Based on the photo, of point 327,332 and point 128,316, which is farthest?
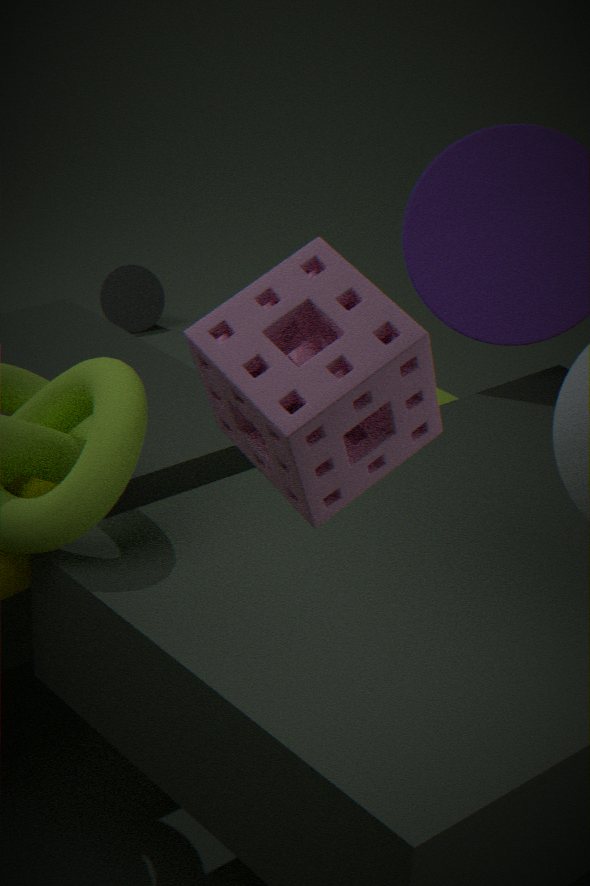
point 128,316
